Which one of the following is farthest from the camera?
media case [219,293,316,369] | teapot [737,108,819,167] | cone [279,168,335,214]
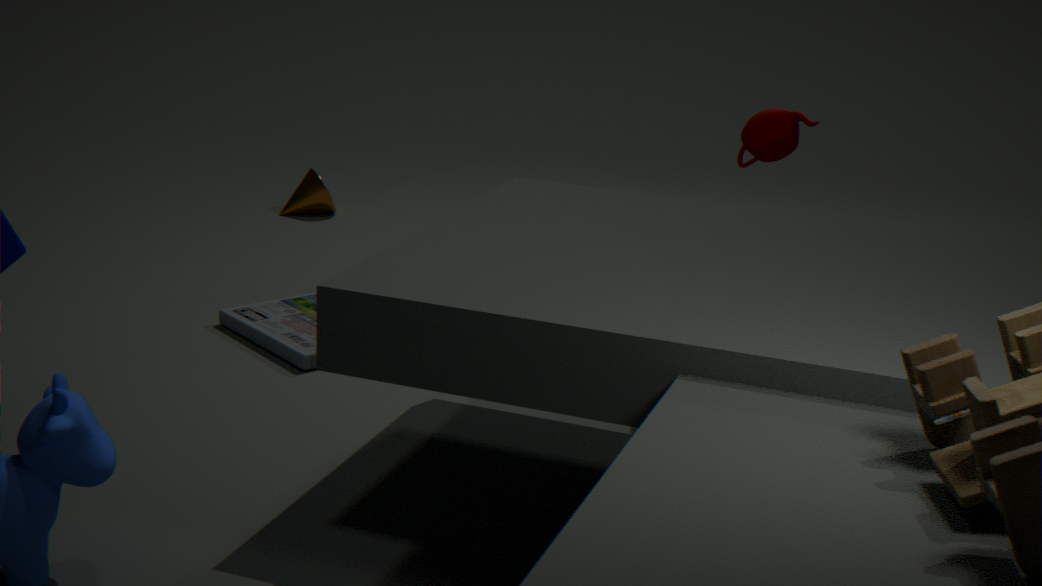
cone [279,168,335,214]
